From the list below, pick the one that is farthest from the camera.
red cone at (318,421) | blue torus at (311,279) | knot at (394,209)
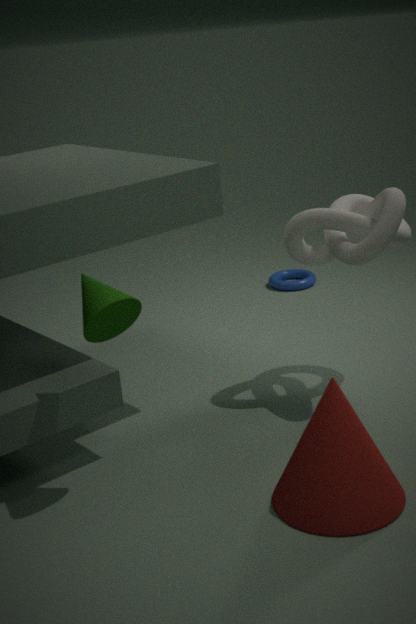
blue torus at (311,279)
